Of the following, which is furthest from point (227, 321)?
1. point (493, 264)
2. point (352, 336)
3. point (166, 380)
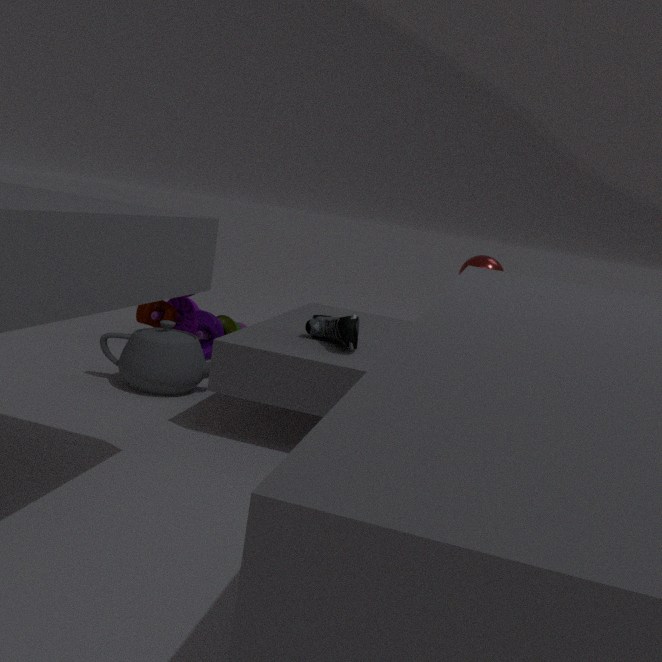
point (493, 264)
